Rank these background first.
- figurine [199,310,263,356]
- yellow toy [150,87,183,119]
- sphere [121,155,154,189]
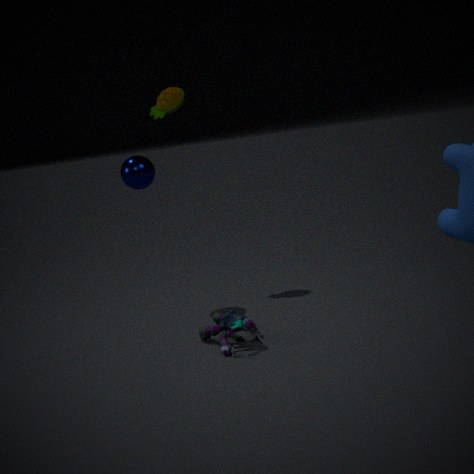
yellow toy [150,87,183,119] → sphere [121,155,154,189] → figurine [199,310,263,356]
